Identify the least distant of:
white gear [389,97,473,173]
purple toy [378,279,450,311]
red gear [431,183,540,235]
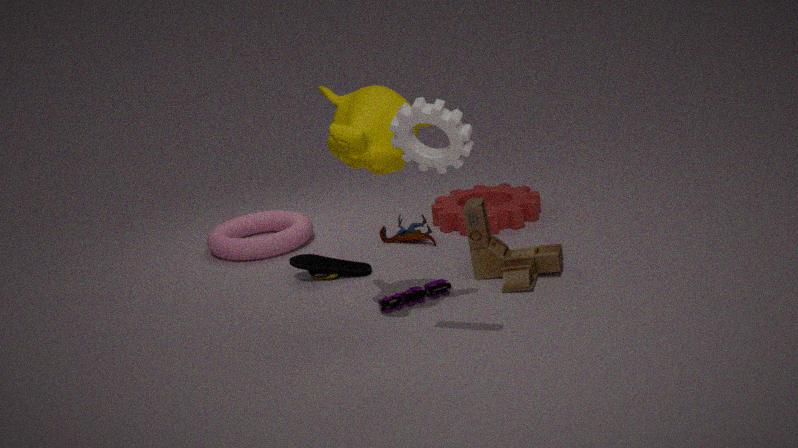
white gear [389,97,473,173]
